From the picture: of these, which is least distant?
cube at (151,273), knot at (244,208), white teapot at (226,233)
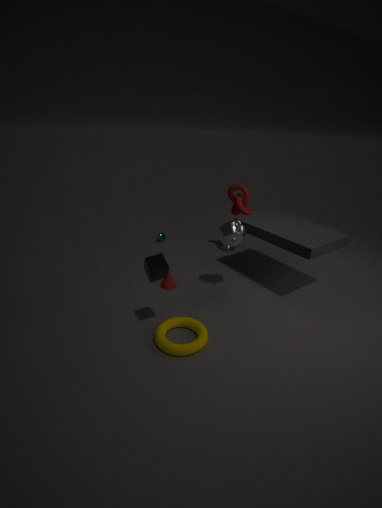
cube at (151,273)
